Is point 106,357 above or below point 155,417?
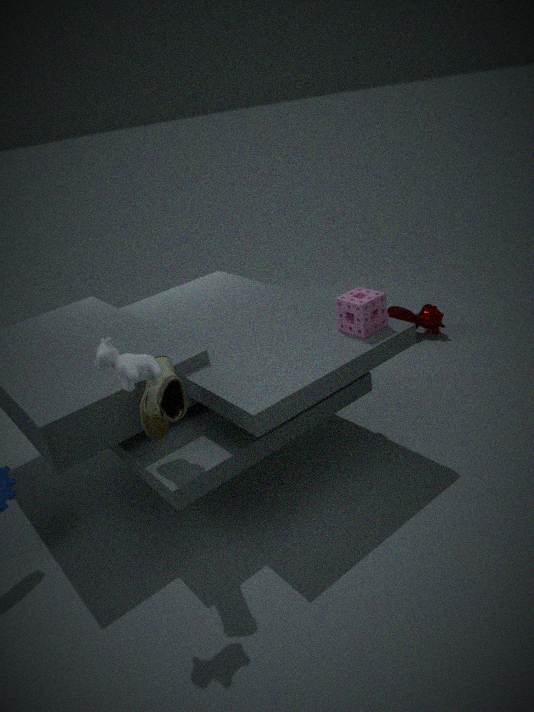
above
